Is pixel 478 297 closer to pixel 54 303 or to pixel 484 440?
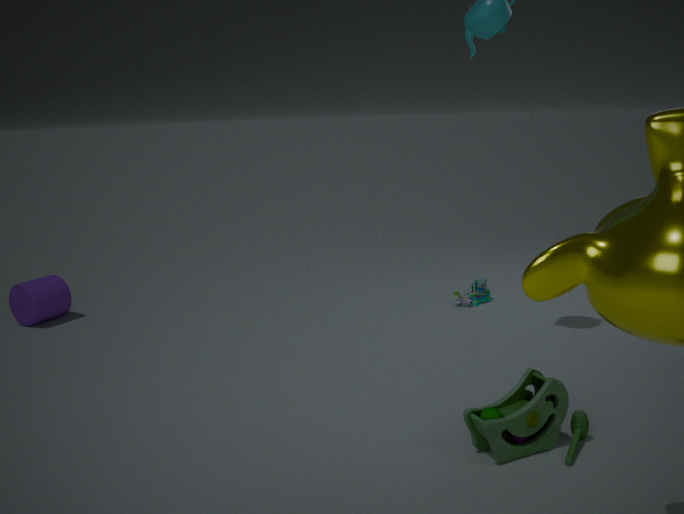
pixel 484 440
